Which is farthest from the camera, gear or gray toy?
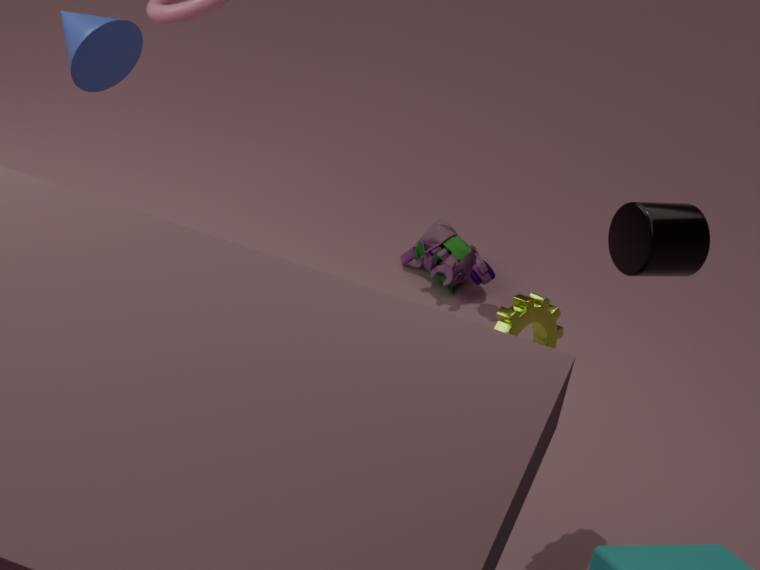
gray toy
